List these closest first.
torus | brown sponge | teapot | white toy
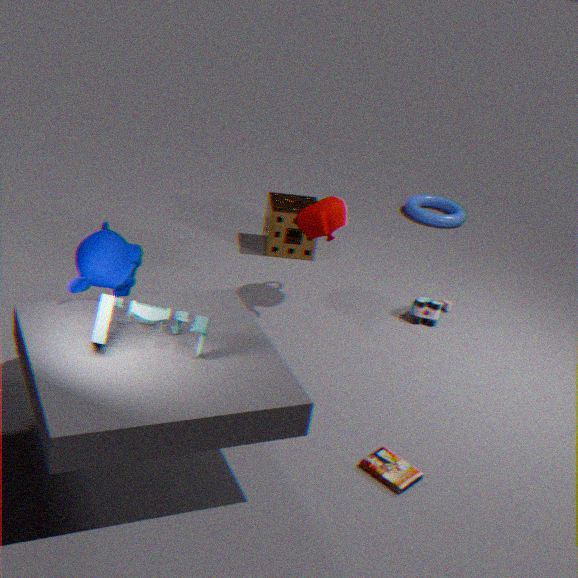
white toy
teapot
brown sponge
torus
